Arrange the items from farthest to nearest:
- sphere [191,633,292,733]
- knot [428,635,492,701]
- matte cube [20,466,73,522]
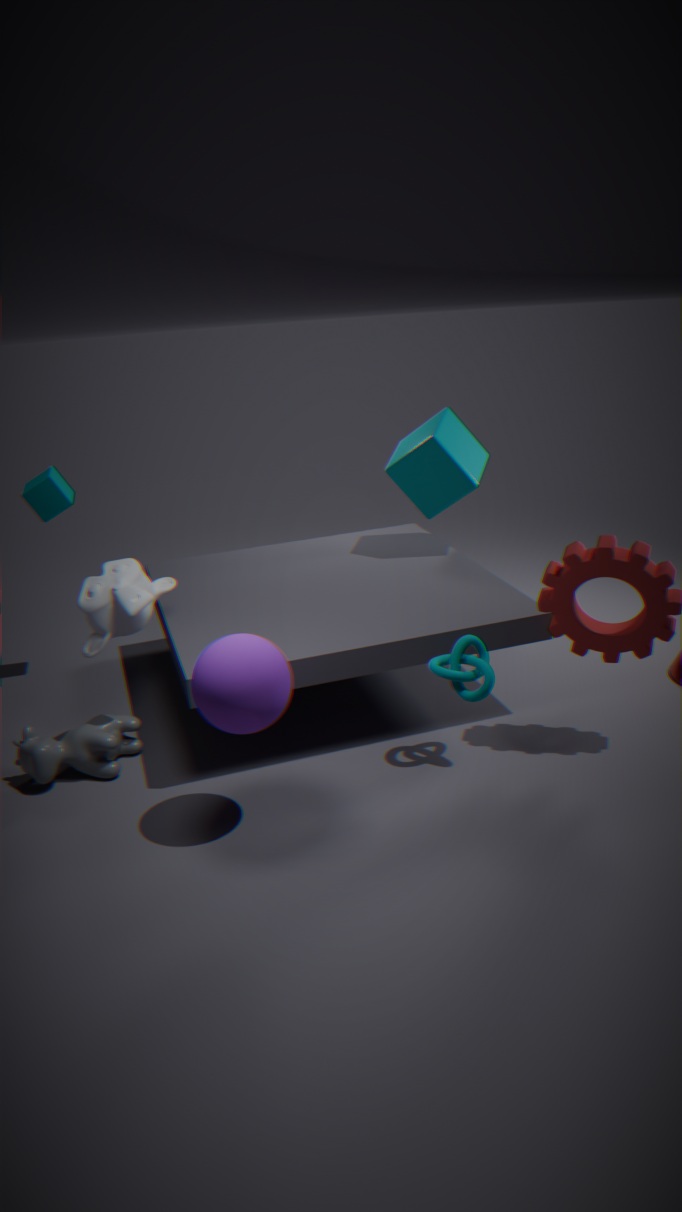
1. matte cube [20,466,73,522]
2. knot [428,635,492,701]
3. sphere [191,633,292,733]
